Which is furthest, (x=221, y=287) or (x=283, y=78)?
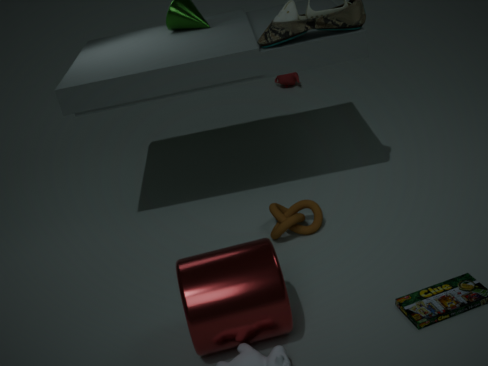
(x=283, y=78)
